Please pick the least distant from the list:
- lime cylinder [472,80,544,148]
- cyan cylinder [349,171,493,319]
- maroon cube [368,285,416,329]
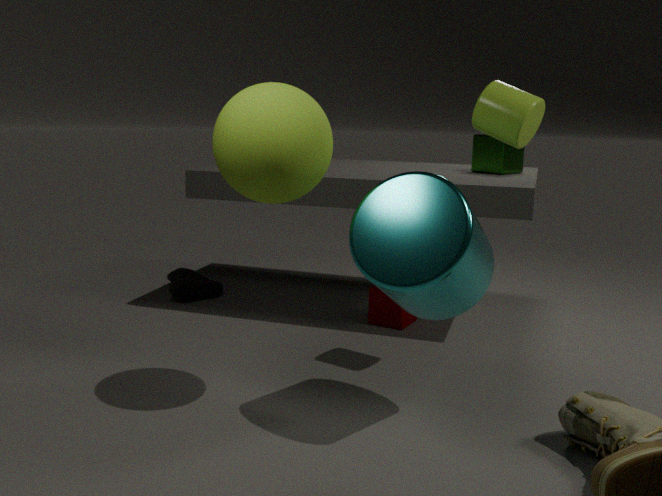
cyan cylinder [349,171,493,319]
